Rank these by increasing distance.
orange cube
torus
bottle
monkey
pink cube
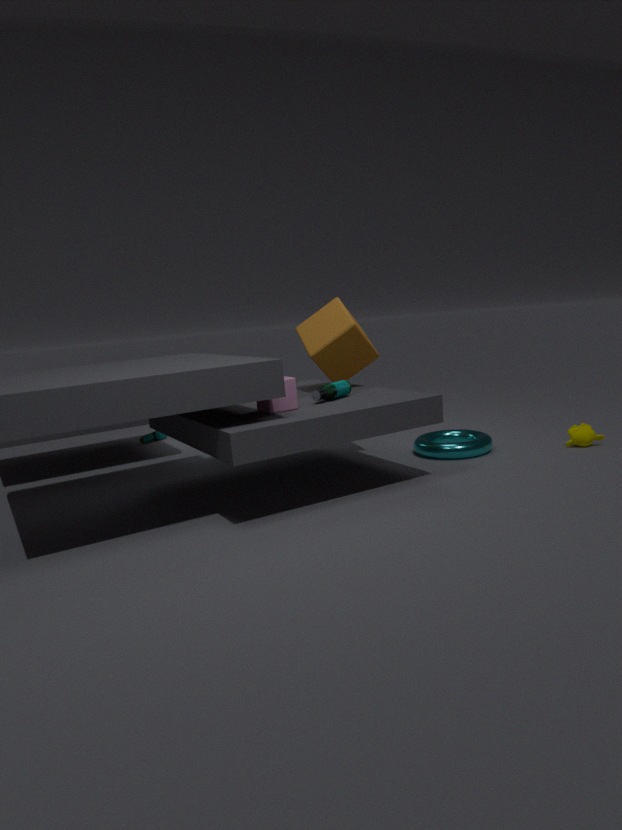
1. pink cube
2. bottle
3. orange cube
4. torus
5. monkey
